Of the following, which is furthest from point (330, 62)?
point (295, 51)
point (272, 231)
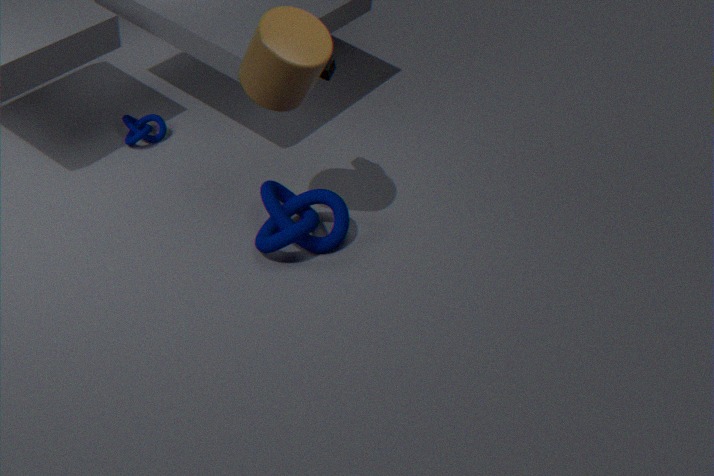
point (272, 231)
